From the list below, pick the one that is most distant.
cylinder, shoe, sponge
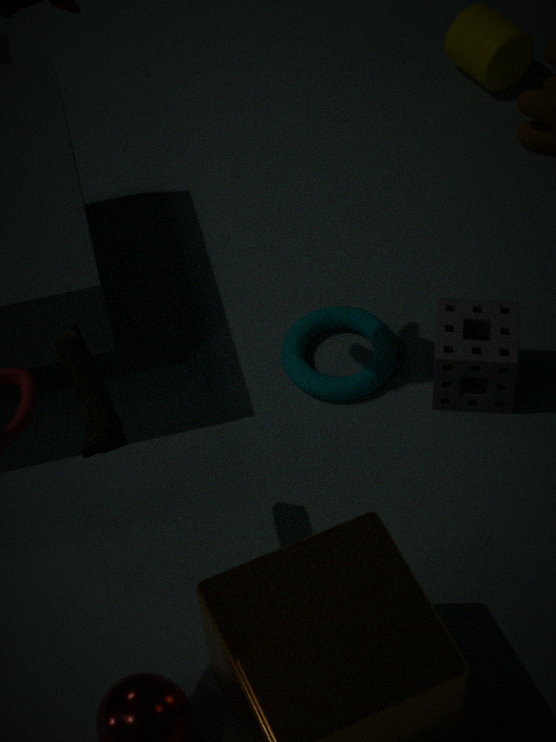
cylinder
